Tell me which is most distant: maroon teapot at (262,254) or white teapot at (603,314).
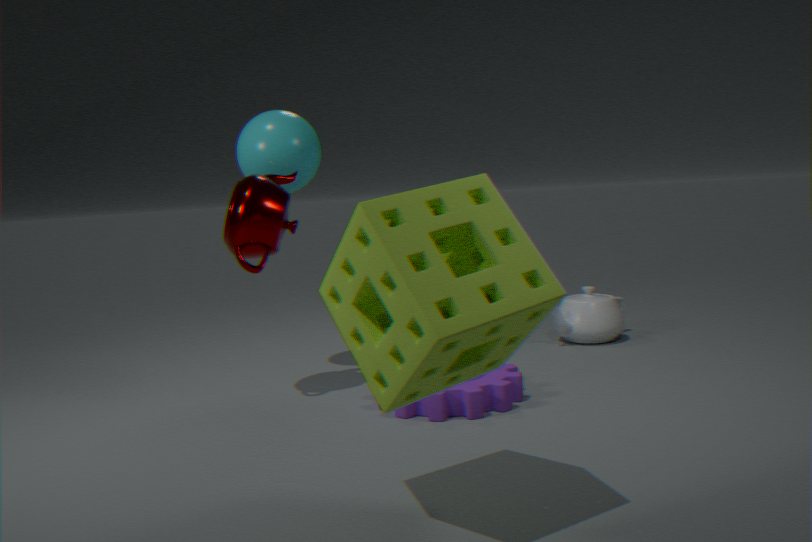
white teapot at (603,314)
